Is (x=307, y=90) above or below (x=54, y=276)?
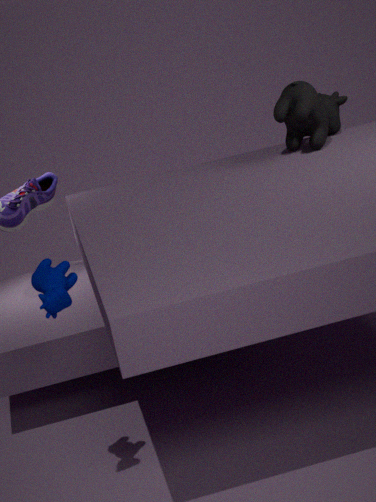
above
